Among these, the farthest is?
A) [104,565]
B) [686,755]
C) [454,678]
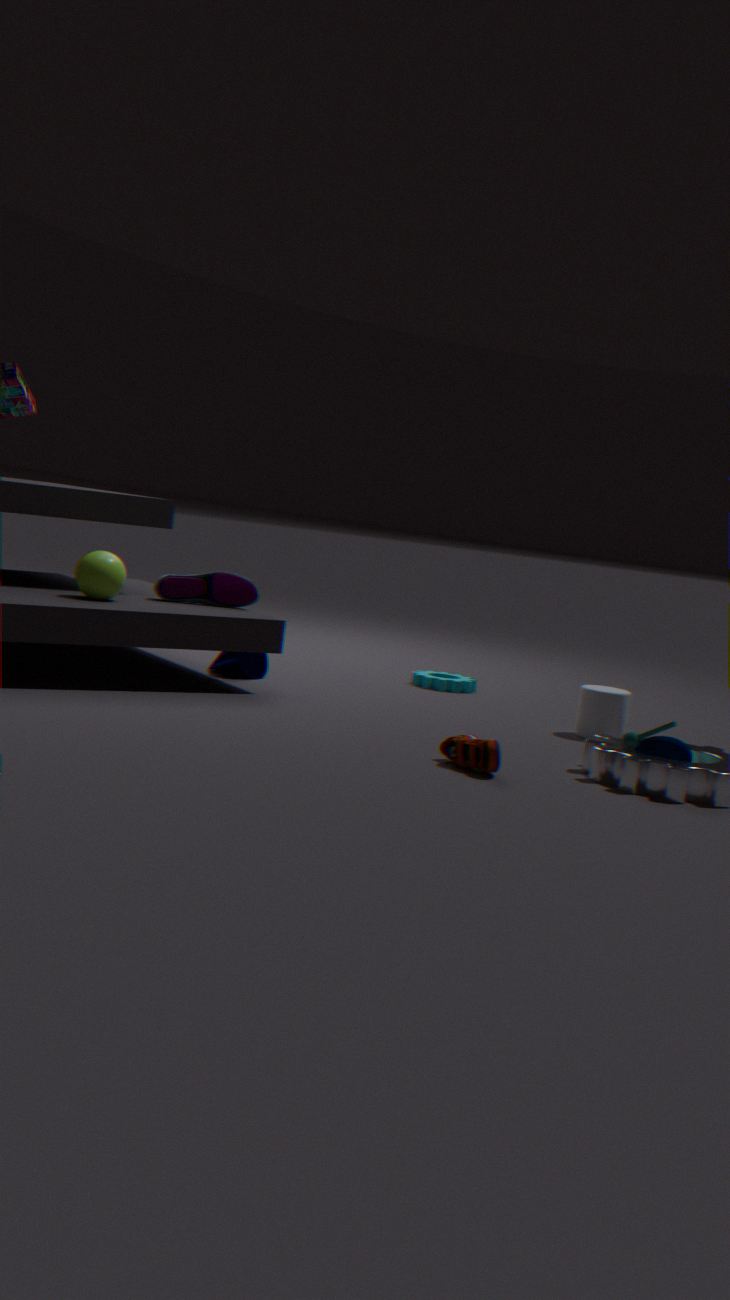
[454,678]
